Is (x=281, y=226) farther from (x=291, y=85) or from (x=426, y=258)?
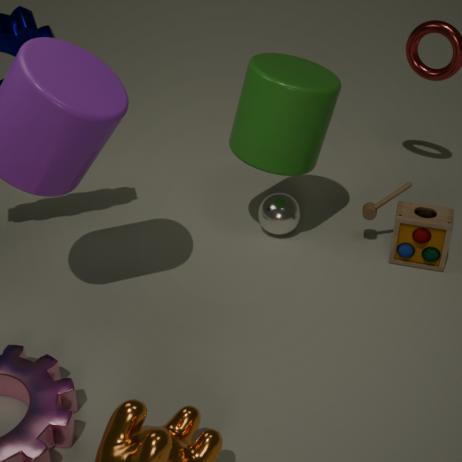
(x=426, y=258)
